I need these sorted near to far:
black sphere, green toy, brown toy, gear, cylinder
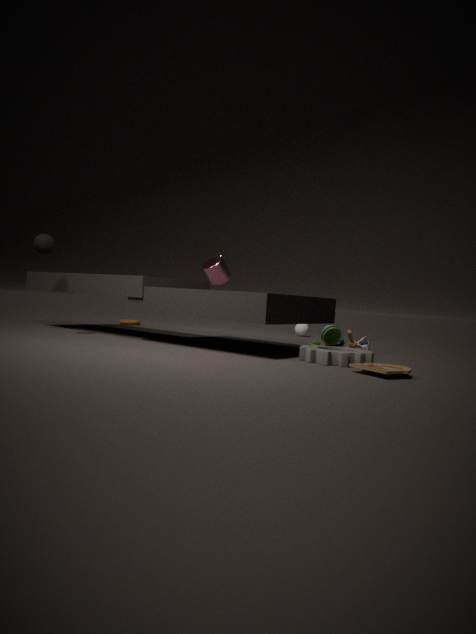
brown toy < gear < green toy < cylinder < black sphere
